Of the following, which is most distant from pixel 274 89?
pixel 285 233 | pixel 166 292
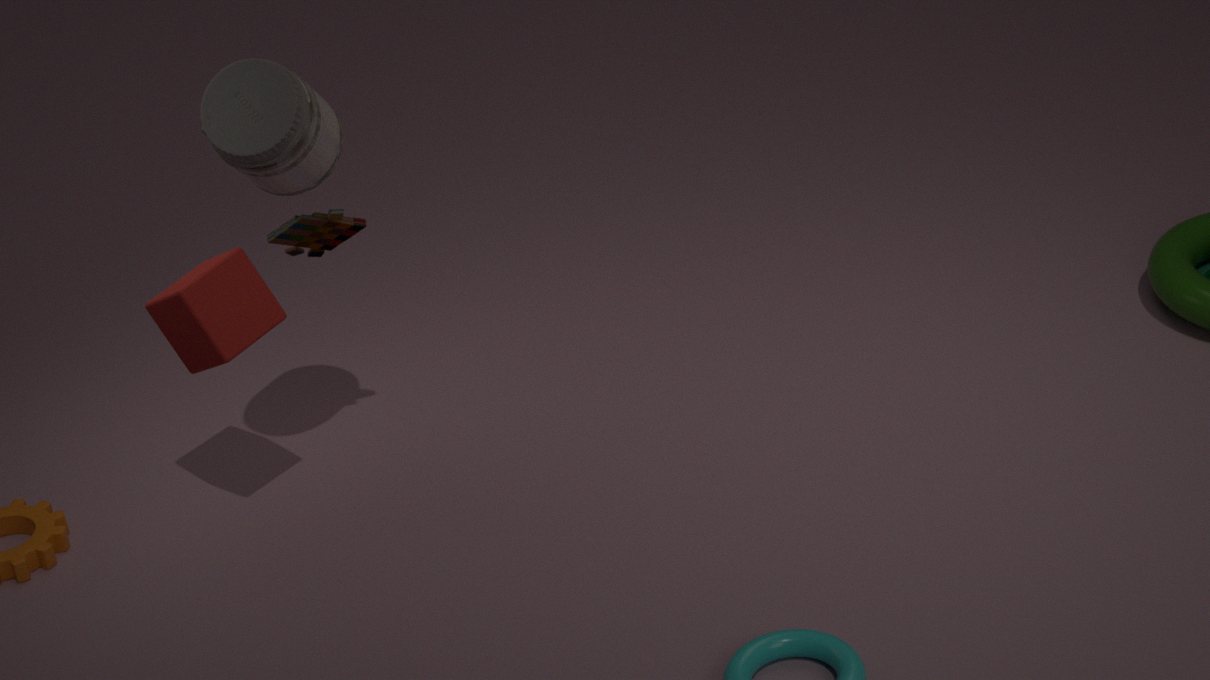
pixel 166 292
